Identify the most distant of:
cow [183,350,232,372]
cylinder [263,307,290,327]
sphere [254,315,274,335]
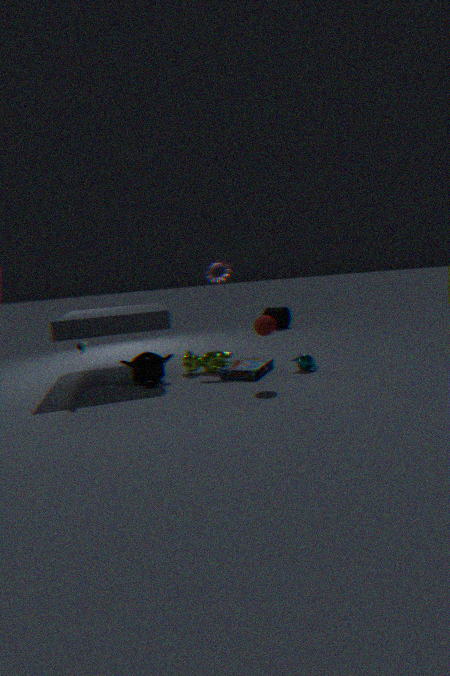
cylinder [263,307,290,327]
